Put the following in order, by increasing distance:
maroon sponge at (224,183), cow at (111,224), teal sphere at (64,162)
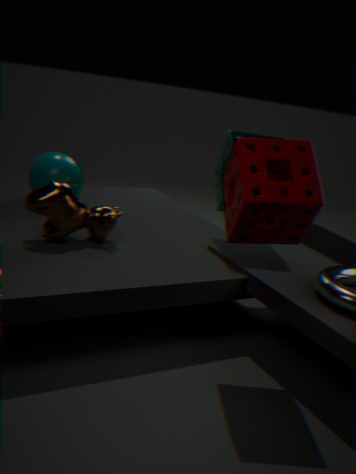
1. maroon sponge at (224,183)
2. cow at (111,224)
3. teal sphere at (64,162)
